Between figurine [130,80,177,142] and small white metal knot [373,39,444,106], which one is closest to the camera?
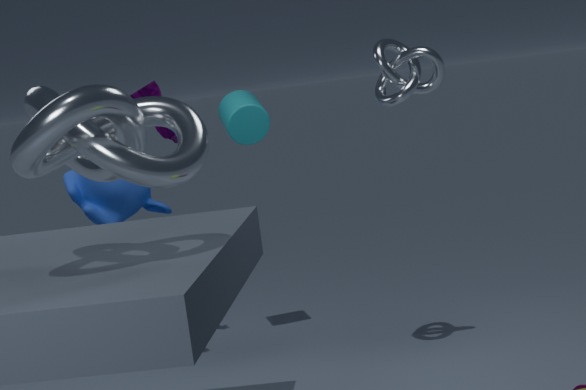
small white metal knot [373,39,444,106]
